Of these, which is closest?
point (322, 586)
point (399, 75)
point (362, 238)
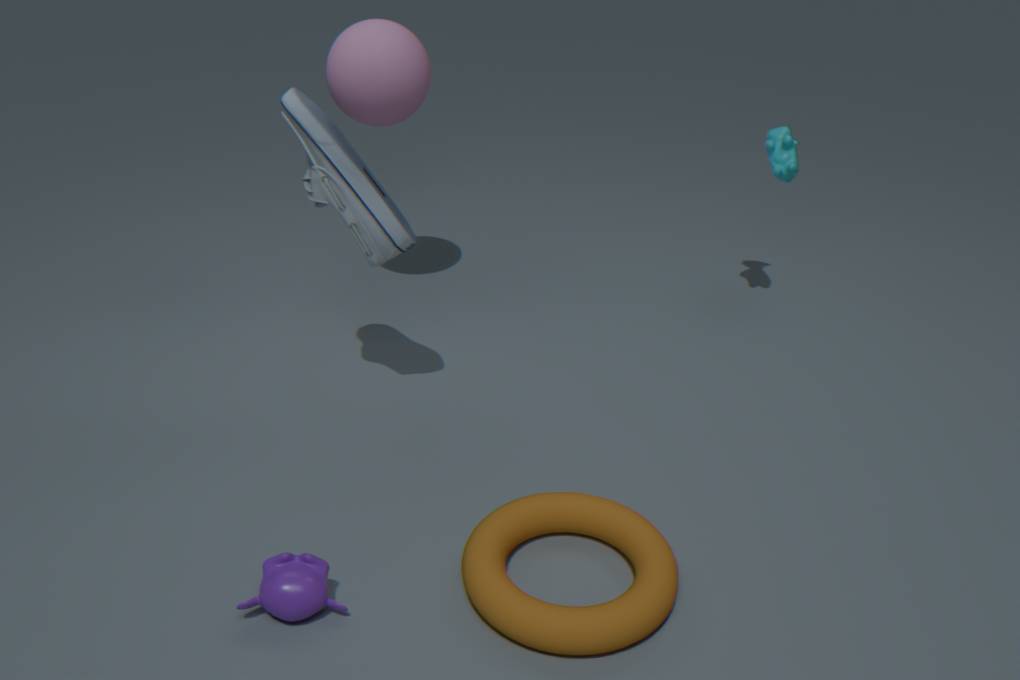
point (322, 586)
